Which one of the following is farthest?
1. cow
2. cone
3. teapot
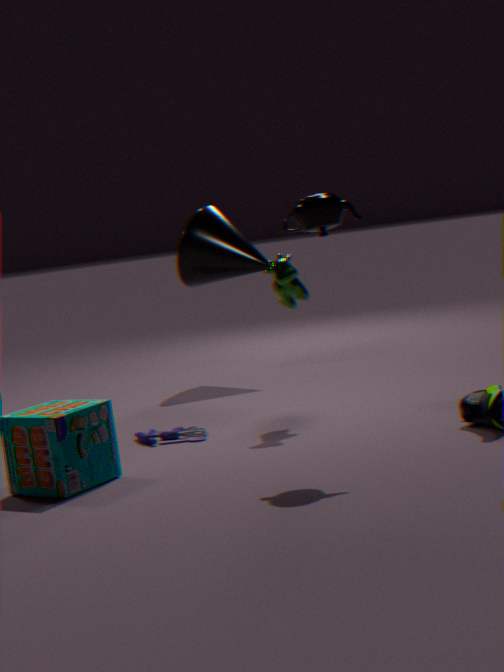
cone
